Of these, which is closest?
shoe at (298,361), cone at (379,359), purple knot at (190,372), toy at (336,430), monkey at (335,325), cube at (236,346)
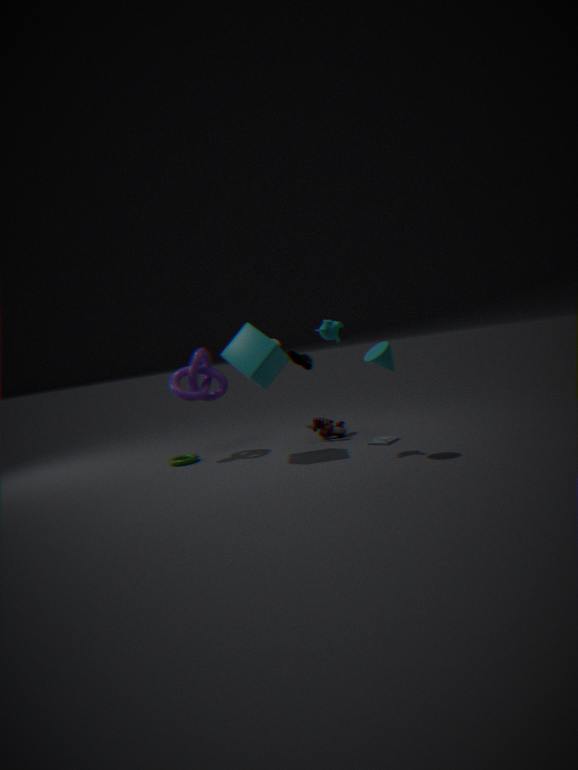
cone at (379,359)
